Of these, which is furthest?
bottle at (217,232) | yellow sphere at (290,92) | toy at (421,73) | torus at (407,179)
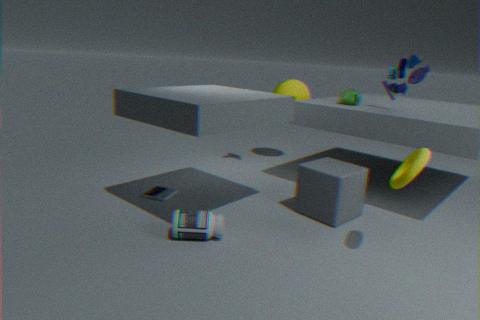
yellow sphere at (290,92)
